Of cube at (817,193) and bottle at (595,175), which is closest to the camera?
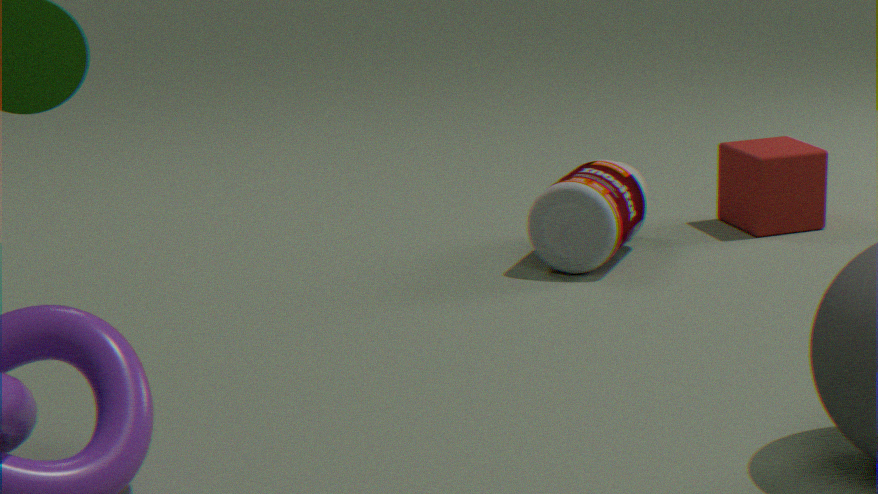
bottle at (595,175)
